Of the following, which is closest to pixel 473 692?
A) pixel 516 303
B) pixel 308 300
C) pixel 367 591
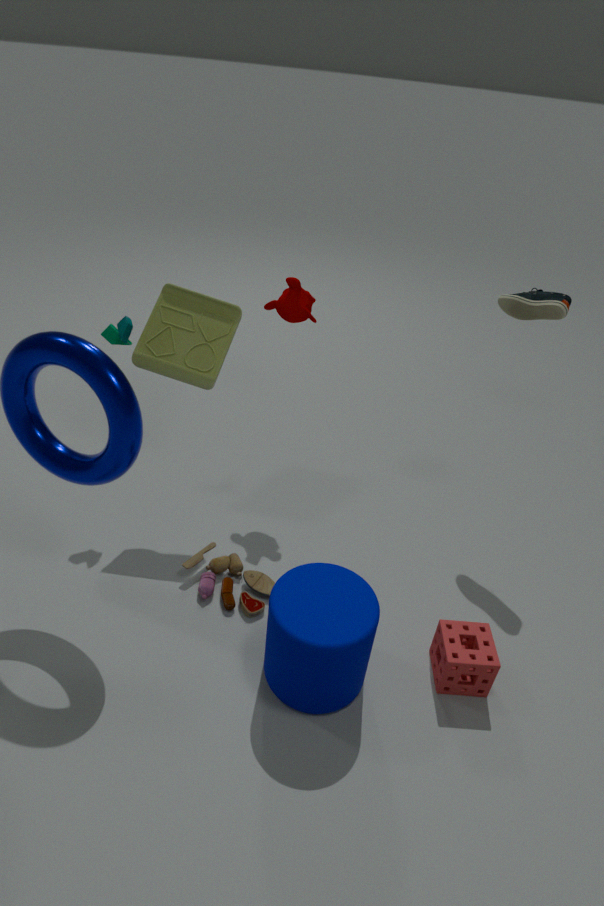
pixel 367 591
